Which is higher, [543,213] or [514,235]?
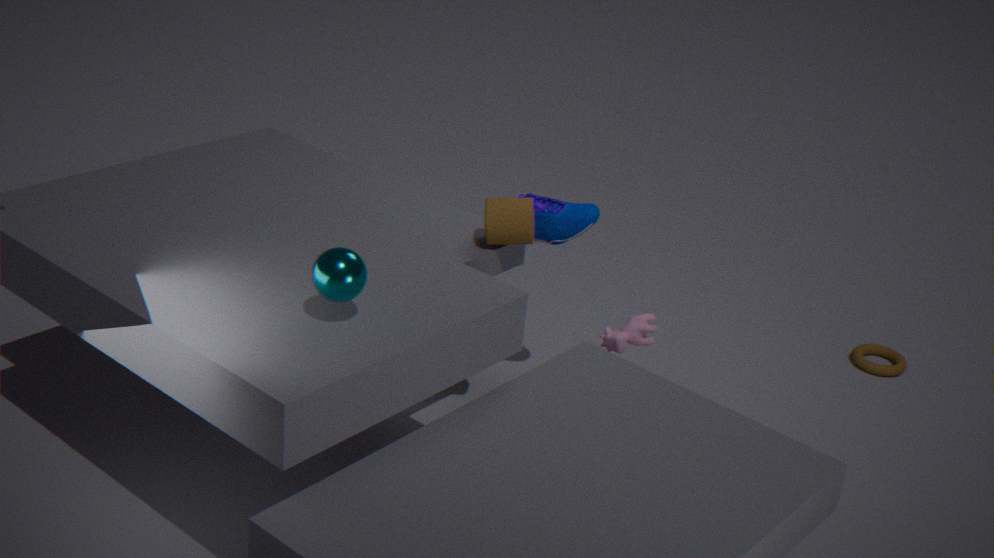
[514,235]
